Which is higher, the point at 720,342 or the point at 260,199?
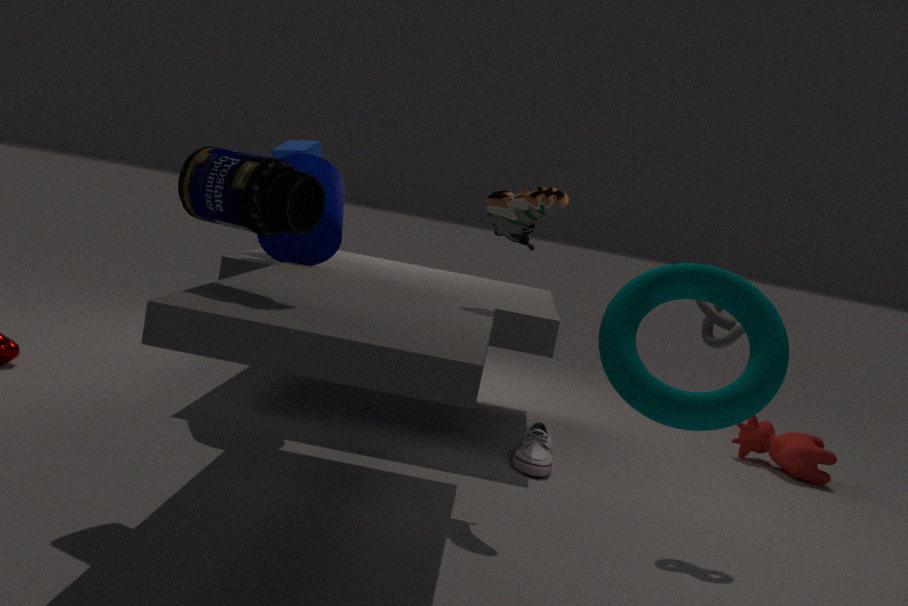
the point at 260,199
